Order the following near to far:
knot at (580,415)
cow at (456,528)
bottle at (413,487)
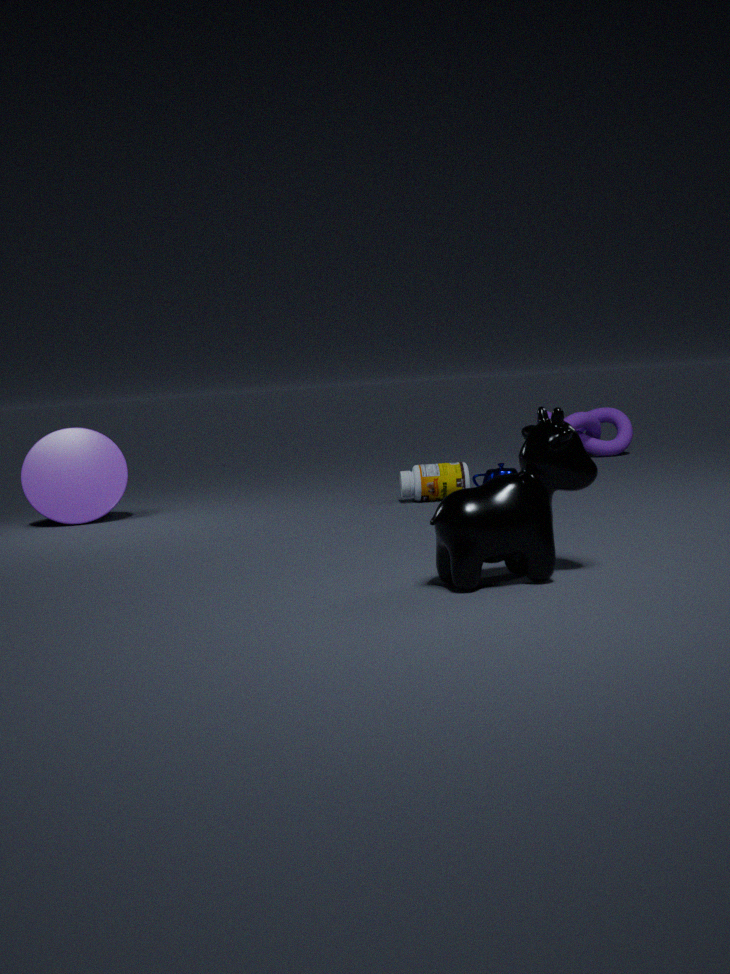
cow at (456,528) < bottle at (413,487) < knot at (580,415)
